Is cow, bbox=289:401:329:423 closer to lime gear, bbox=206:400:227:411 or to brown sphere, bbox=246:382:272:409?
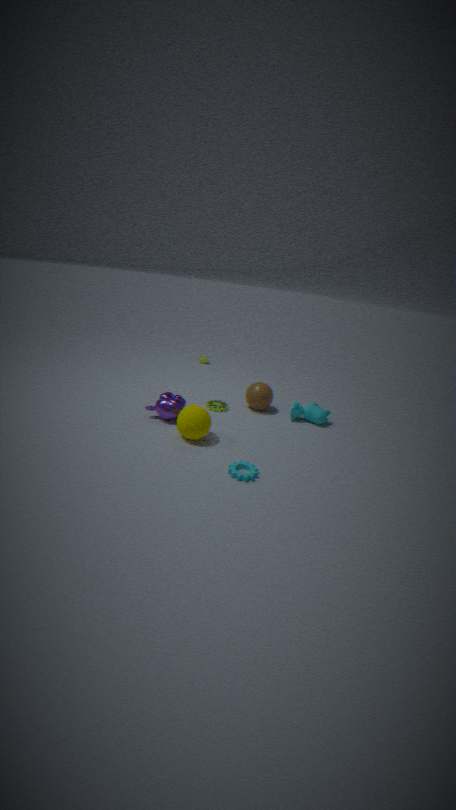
brown sphere, bbox=246:382:272:409
